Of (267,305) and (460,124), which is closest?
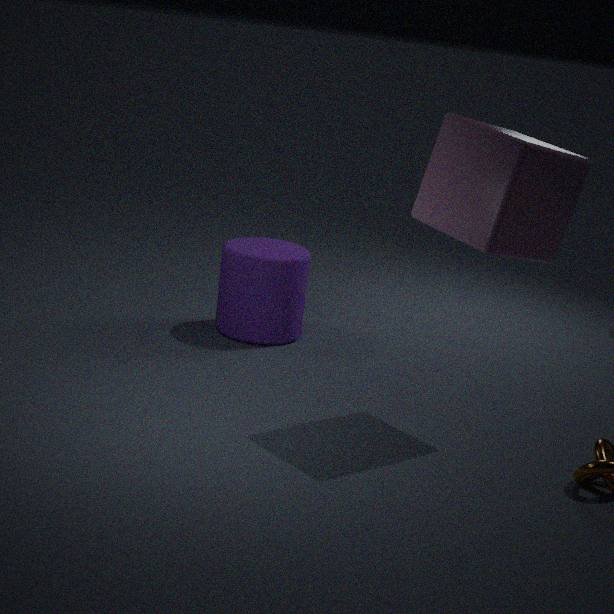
(460,124)
